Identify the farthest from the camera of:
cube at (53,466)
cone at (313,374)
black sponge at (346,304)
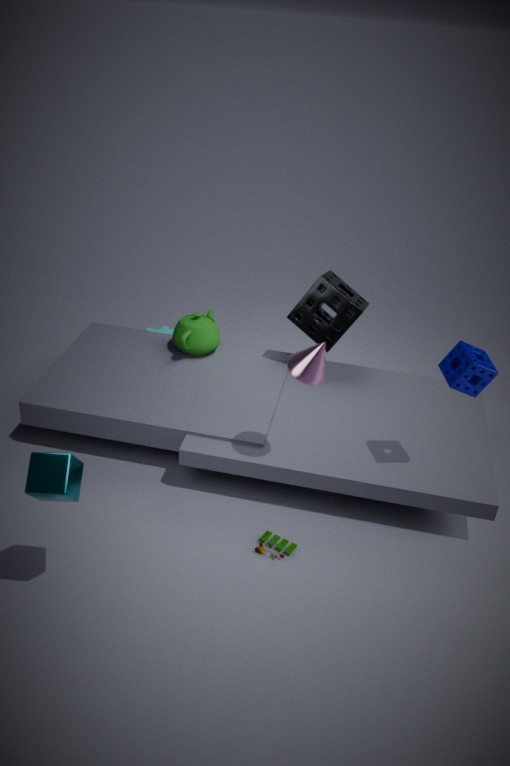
black sponge at (346,304)
